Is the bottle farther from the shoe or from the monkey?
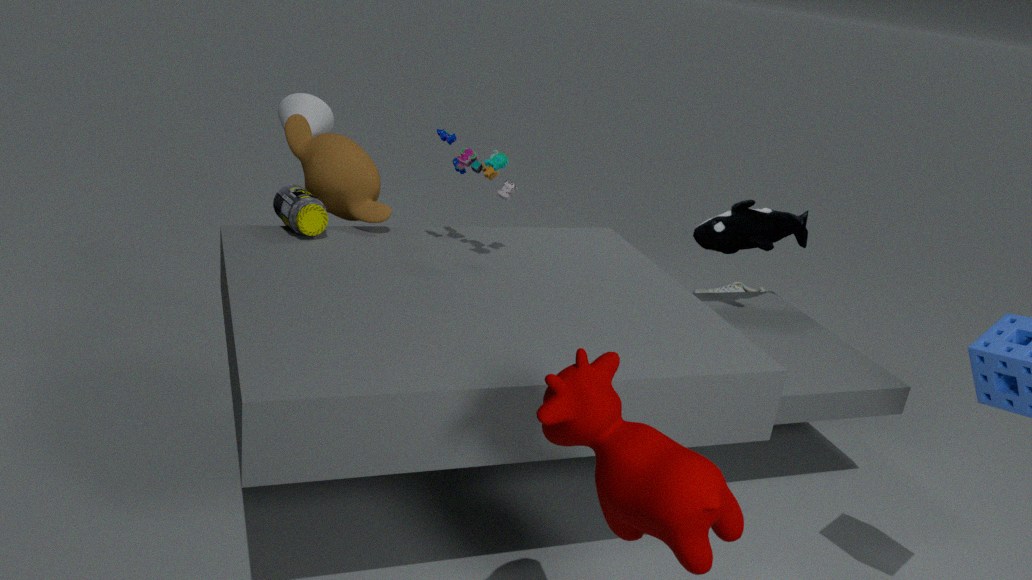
the shoe
